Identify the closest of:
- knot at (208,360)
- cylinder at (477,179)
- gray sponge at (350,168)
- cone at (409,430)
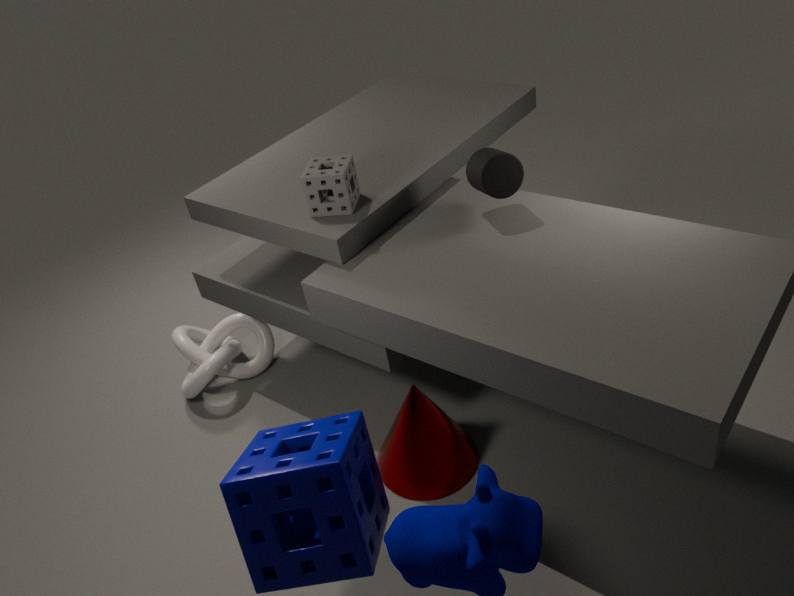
cylinder at (477,179)
